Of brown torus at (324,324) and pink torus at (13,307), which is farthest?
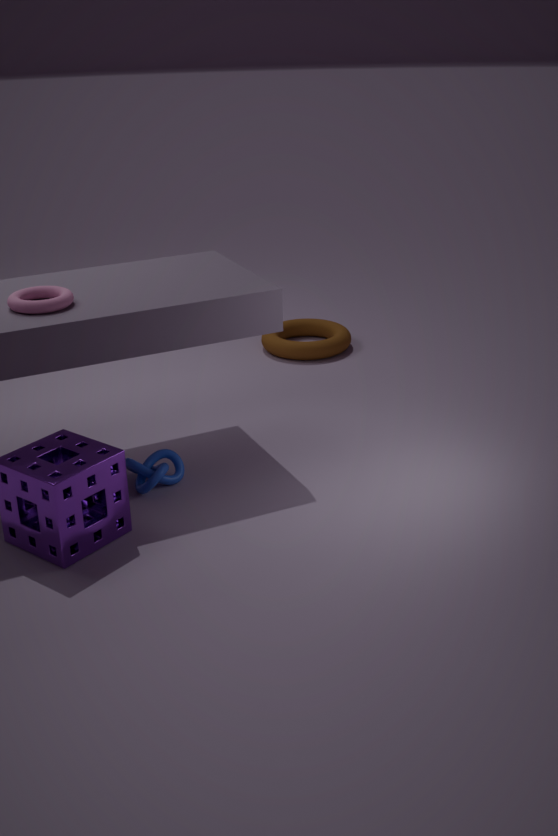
brown torus at (324,324)
